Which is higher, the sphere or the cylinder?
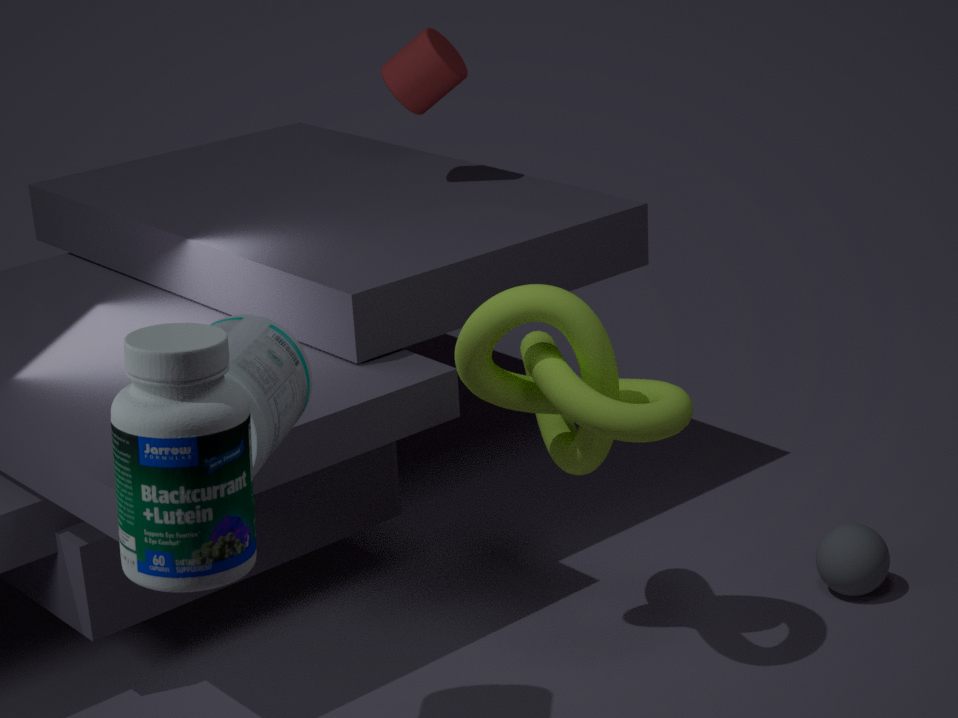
the cylinder
